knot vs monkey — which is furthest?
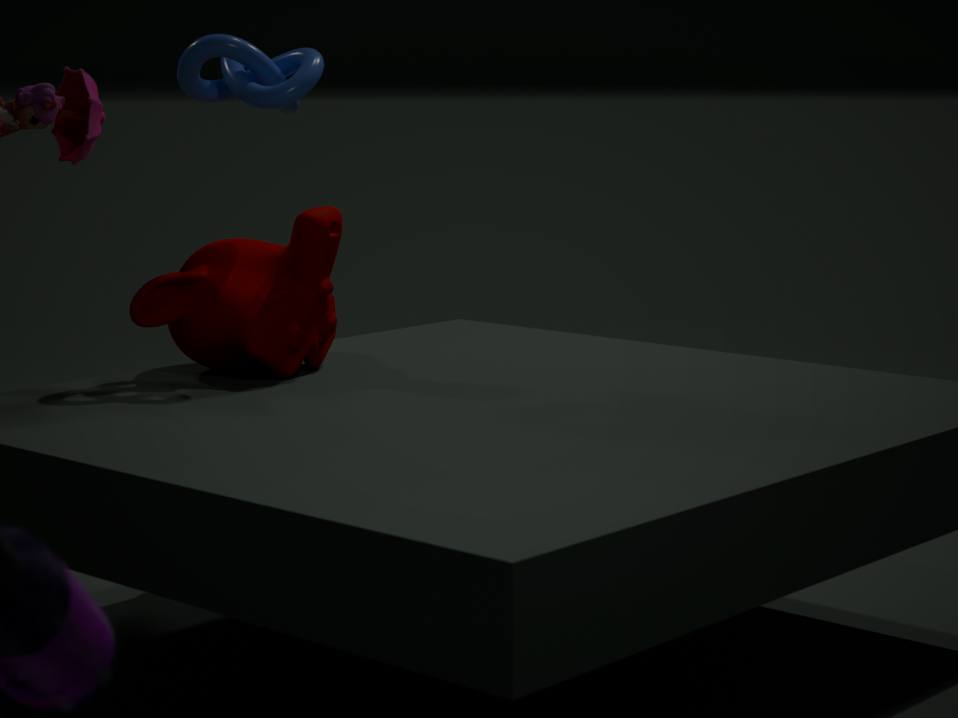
monkey
